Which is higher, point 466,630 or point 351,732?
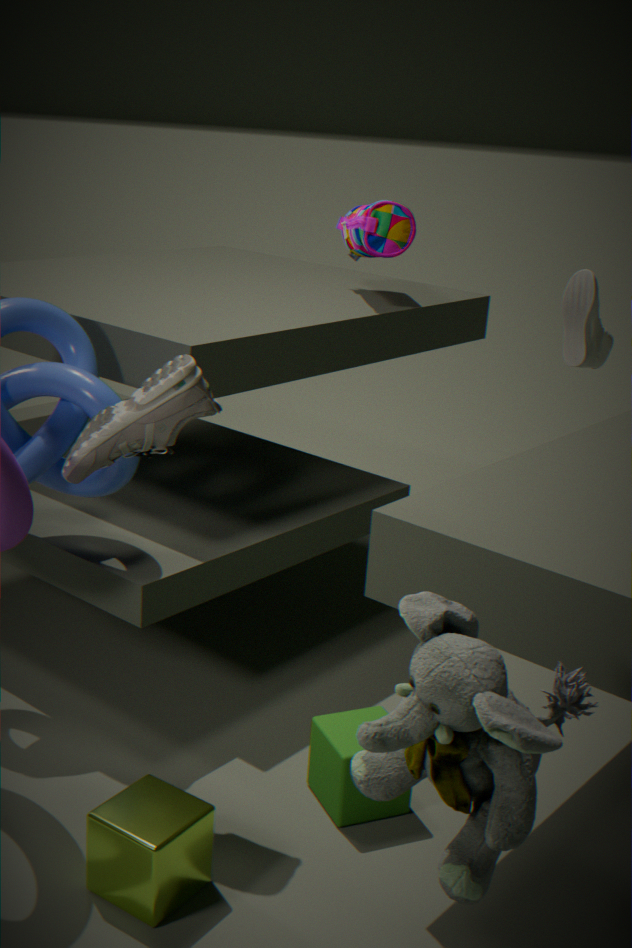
point 466,630
